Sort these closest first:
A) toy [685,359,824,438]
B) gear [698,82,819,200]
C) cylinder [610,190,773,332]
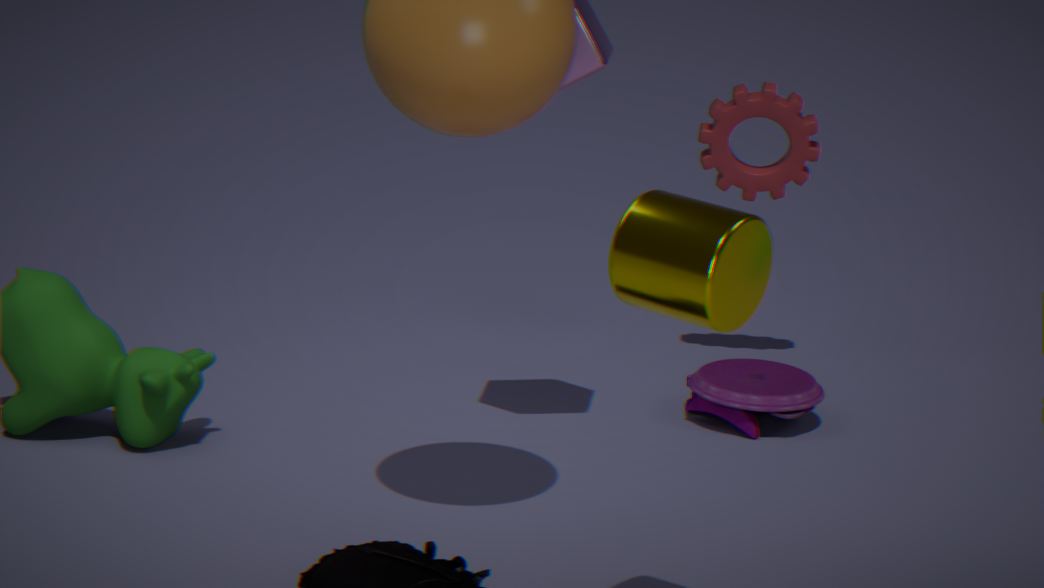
cylinder [610,190,773,332] → toy [685,359,824,438] → gear [698,82,819,200]
